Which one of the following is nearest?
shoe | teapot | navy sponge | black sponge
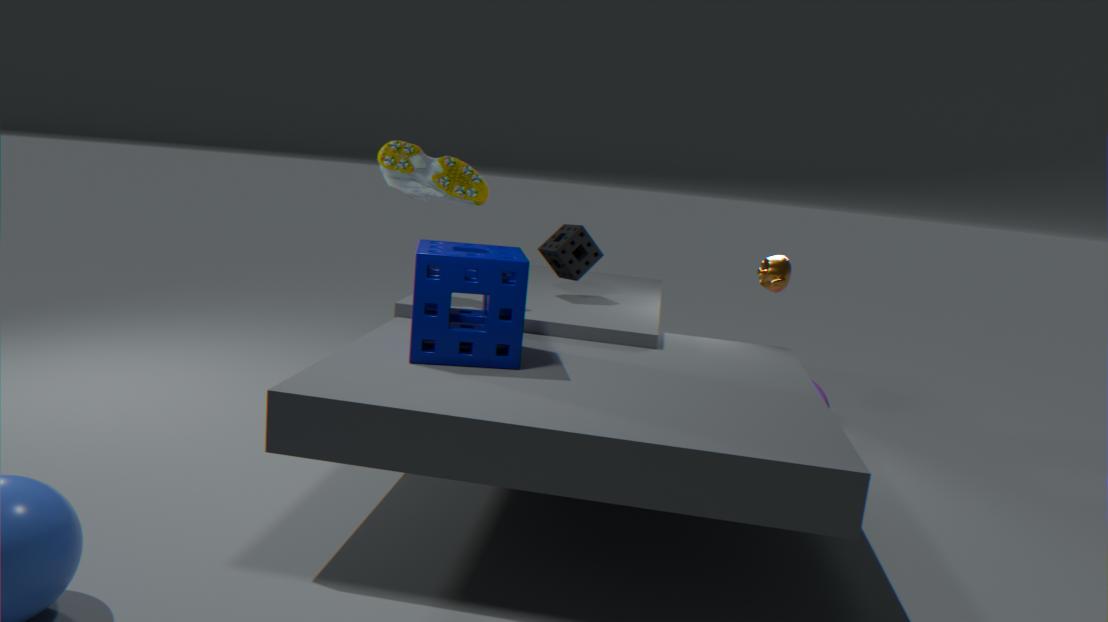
navy sponge
